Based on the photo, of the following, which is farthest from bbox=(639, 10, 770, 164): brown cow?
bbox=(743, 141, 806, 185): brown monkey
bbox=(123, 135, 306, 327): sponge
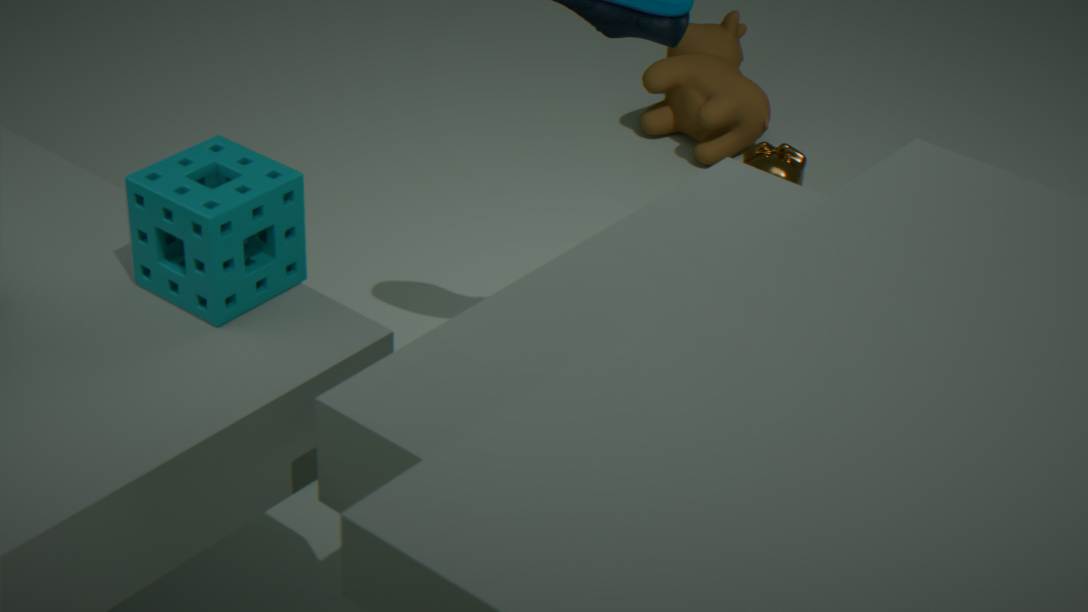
bbox=(123, 135, 306, 327): sponge
